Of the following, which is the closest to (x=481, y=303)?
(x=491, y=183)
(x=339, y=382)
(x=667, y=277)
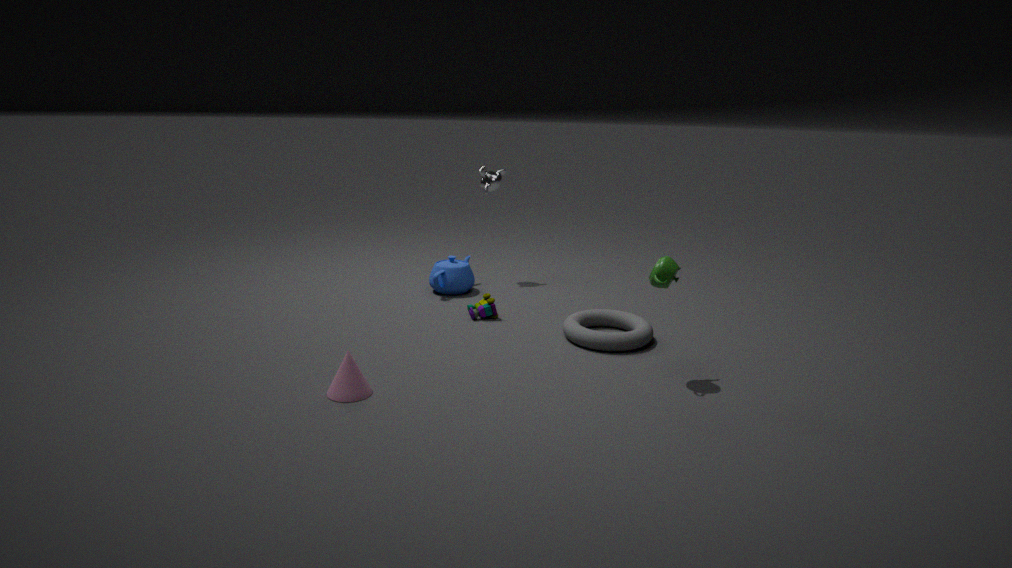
(x=491, y=183)
